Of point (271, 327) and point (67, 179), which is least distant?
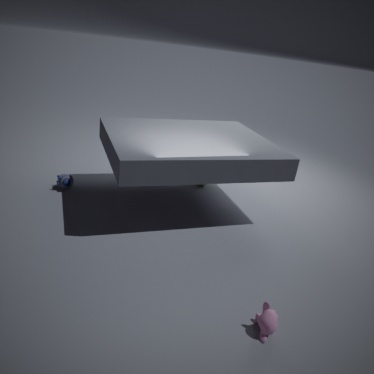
point (271, 327)
